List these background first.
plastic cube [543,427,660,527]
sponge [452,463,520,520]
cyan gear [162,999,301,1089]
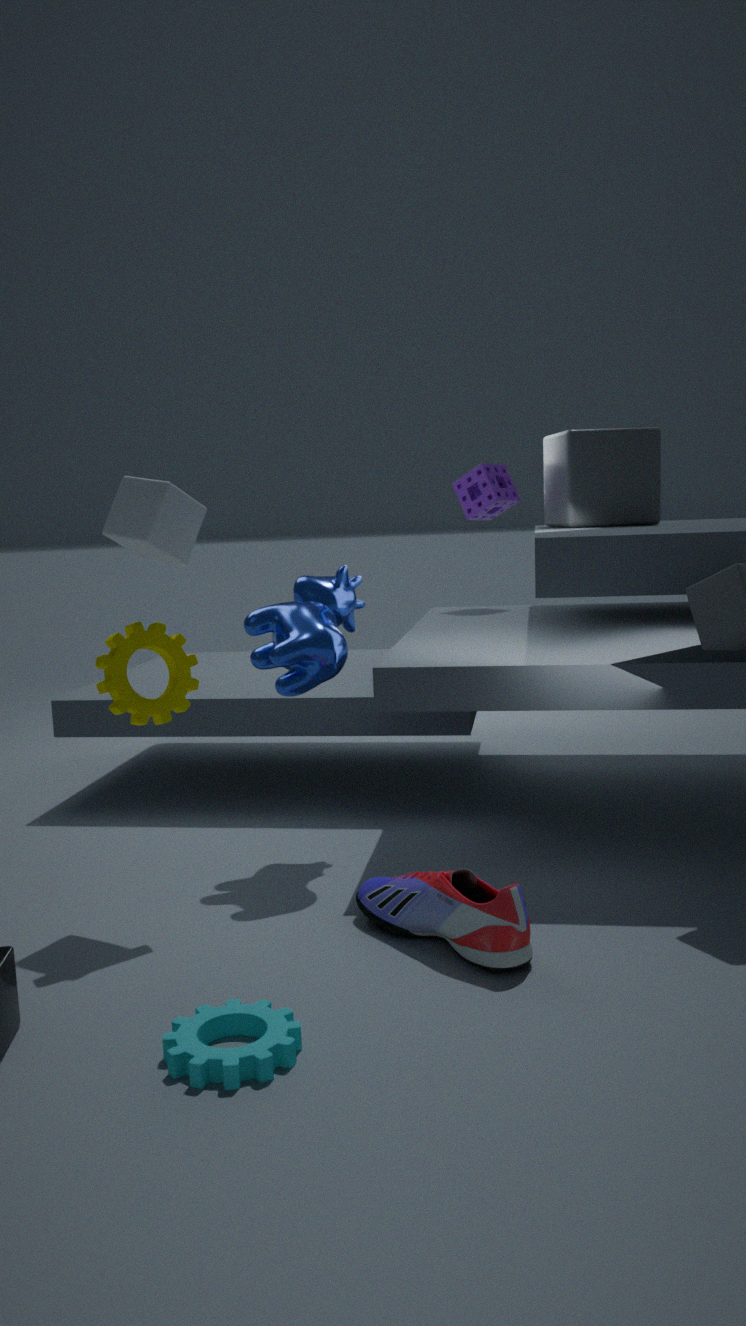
sponge [452,463,520,520] → plastic cube [543,427,660,527] → cyan gear [162,999,301,1089]
